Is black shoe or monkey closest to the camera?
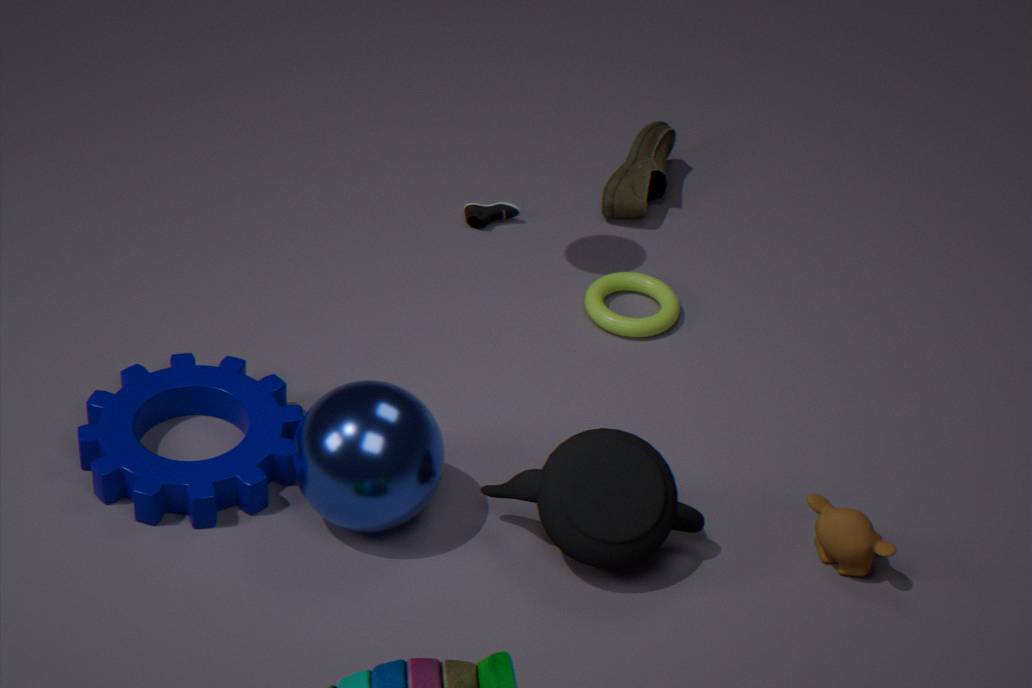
monkey
